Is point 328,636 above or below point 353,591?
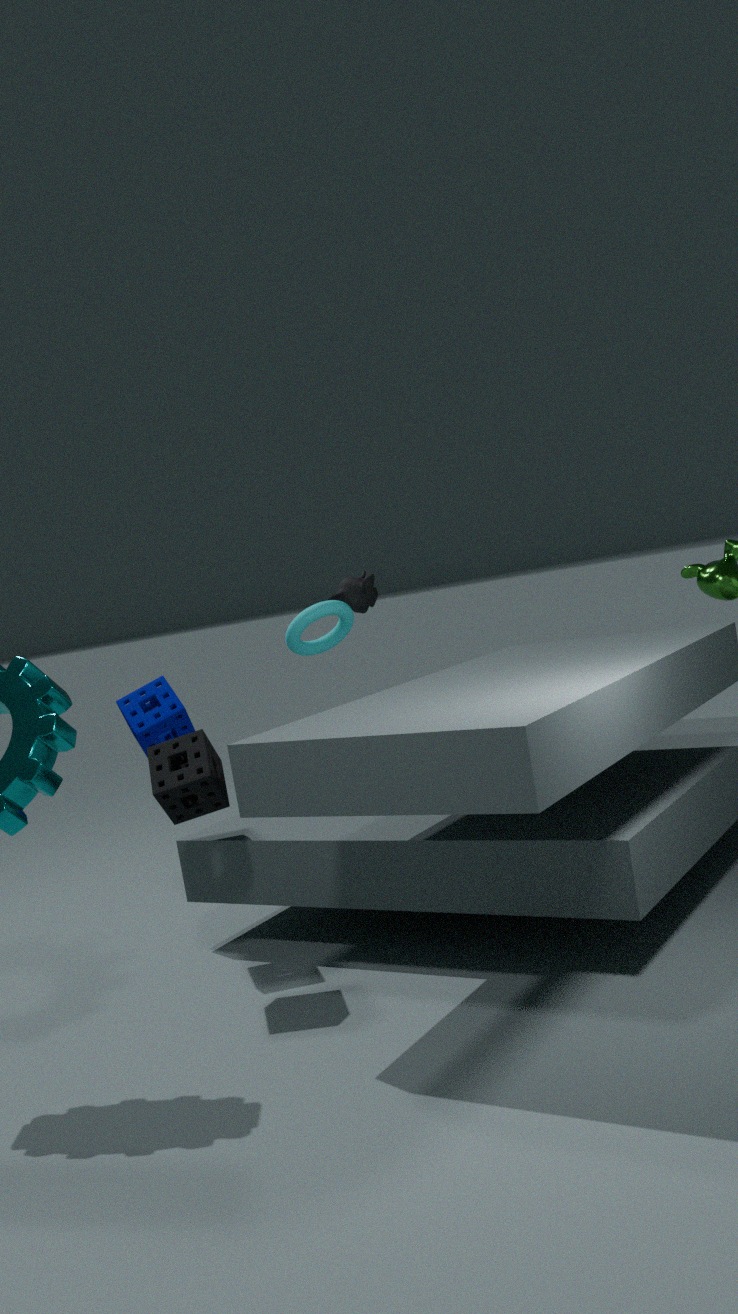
below
